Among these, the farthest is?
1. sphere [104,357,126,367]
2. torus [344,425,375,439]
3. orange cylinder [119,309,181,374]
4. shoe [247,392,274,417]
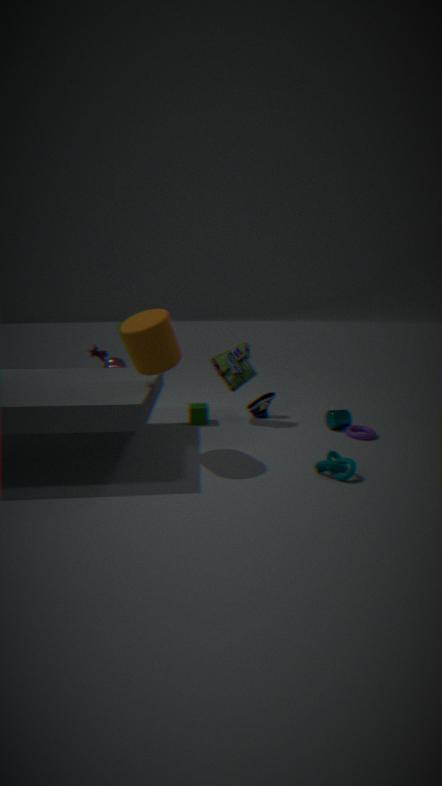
sphere [104,357,126,367]
